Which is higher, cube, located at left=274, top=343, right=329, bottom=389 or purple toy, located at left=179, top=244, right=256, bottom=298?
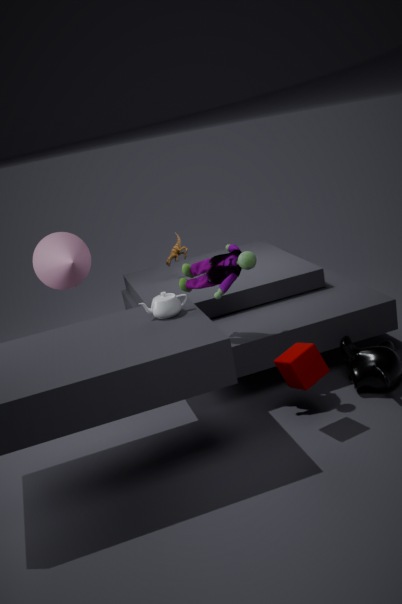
purple toy, located at left=179, top=244, right=256, bottom=298
